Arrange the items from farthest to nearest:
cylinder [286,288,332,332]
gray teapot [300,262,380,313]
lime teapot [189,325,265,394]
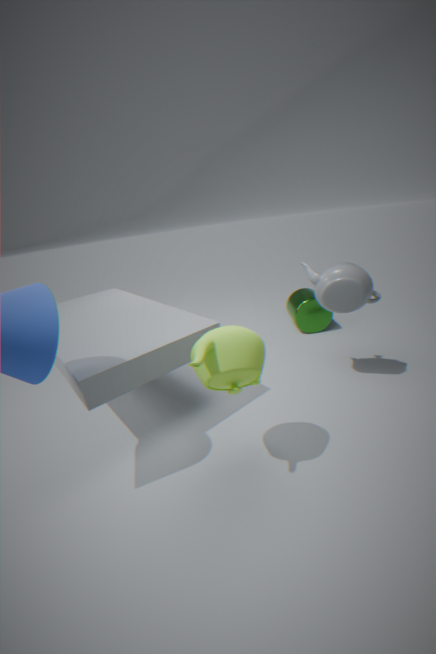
cylinder [286,288,332,332], gray teapot [300,262,380,313], lime teapot [189,325,265,394]
